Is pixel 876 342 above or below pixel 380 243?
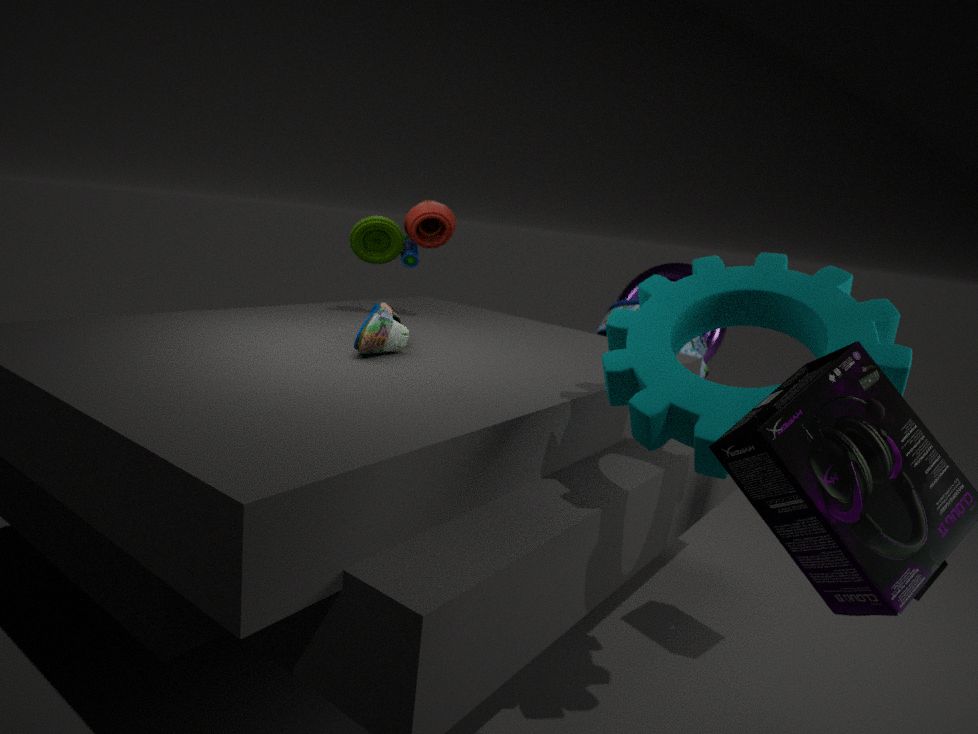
below
